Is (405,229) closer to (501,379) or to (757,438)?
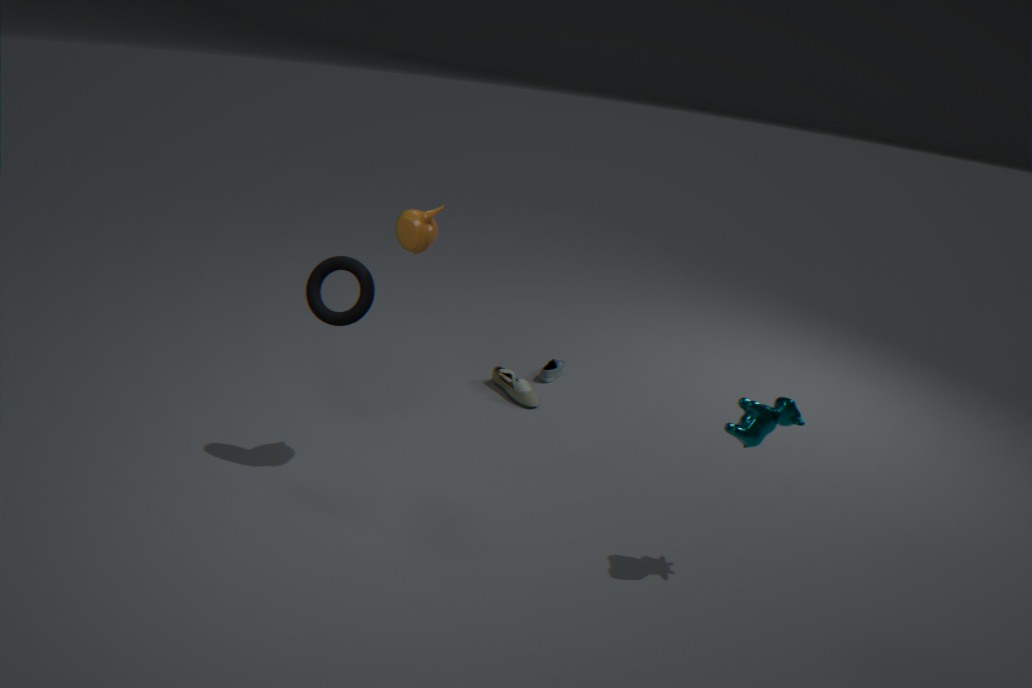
(501,379)
